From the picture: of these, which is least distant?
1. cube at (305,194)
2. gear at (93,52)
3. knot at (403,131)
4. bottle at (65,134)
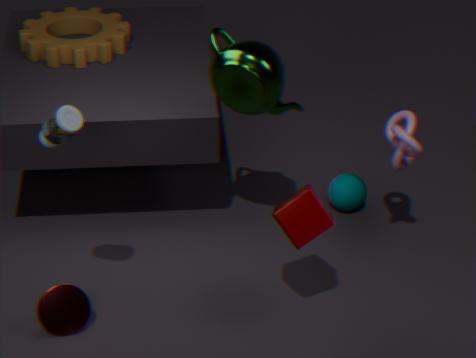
bottle at (65,134)
